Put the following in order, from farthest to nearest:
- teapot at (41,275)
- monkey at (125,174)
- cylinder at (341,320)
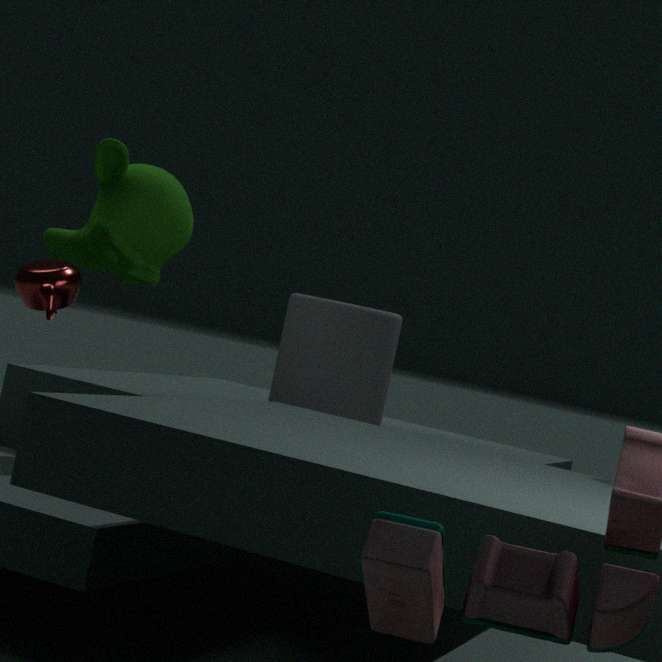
cylinder at (341,320) → monkey at (125,174) → teapot at (41,275)
